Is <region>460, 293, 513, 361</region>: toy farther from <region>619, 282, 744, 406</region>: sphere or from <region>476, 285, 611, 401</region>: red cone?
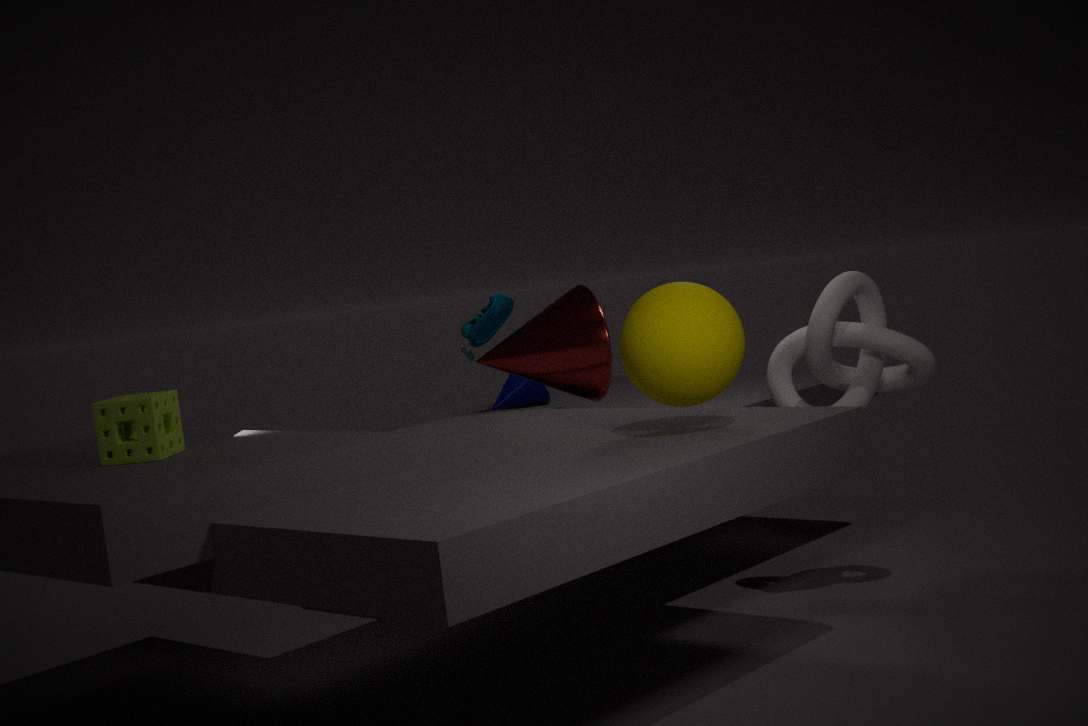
<region>619, 282, 744, 406</region>: sphere
